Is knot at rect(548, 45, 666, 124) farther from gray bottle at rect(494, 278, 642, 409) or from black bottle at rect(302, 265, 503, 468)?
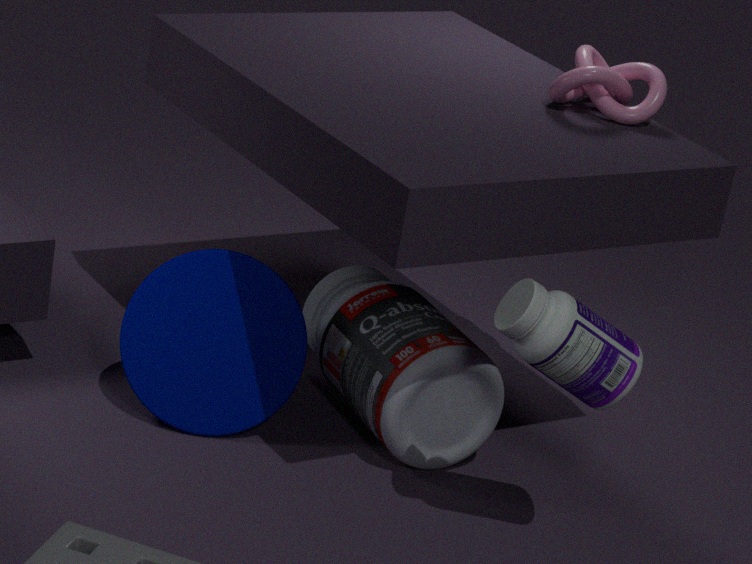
gray bottle at rect(494, 278, 642, 409)
